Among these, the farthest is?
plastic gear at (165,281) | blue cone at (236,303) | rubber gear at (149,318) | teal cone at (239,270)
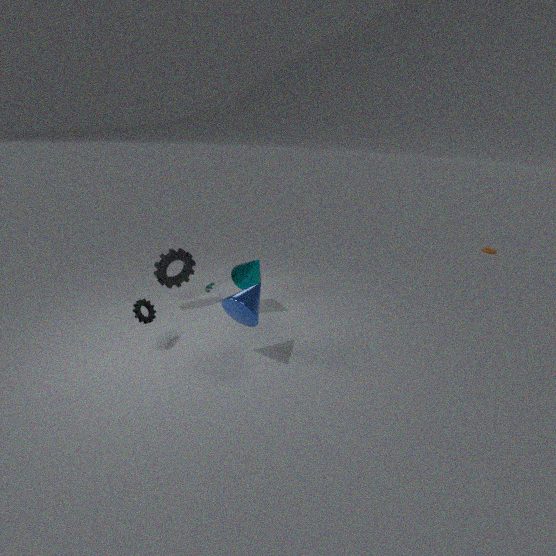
teal cone at (239,270)
